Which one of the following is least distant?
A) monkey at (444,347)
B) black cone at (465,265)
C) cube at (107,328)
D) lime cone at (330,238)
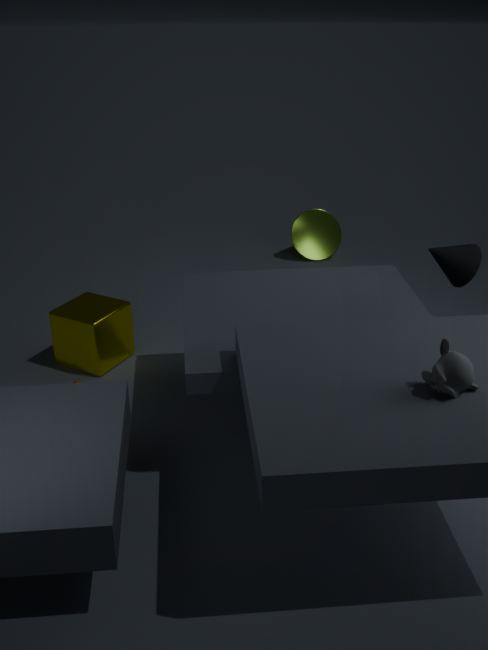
monkey at (444,347)
